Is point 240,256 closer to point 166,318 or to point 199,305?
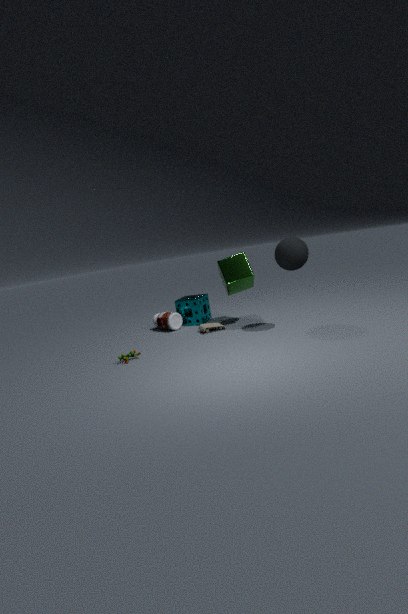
point 199,305
